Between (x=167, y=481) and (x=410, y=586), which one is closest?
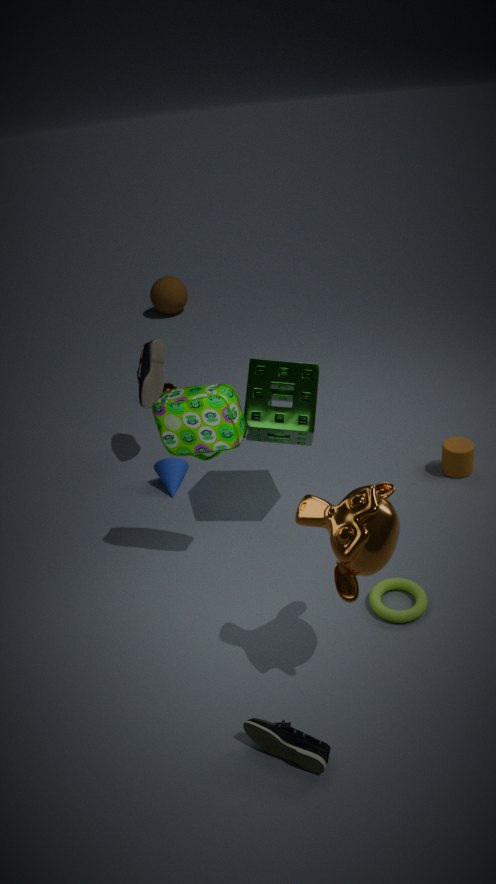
(x=410, y=586)
